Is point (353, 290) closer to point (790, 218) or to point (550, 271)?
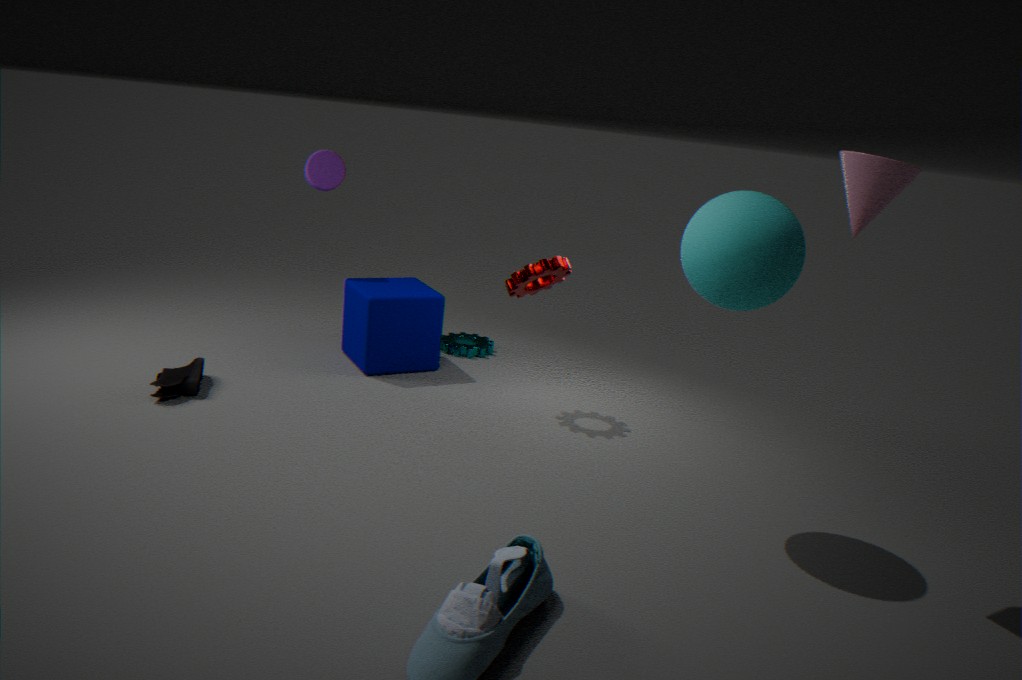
point (550, 271)
